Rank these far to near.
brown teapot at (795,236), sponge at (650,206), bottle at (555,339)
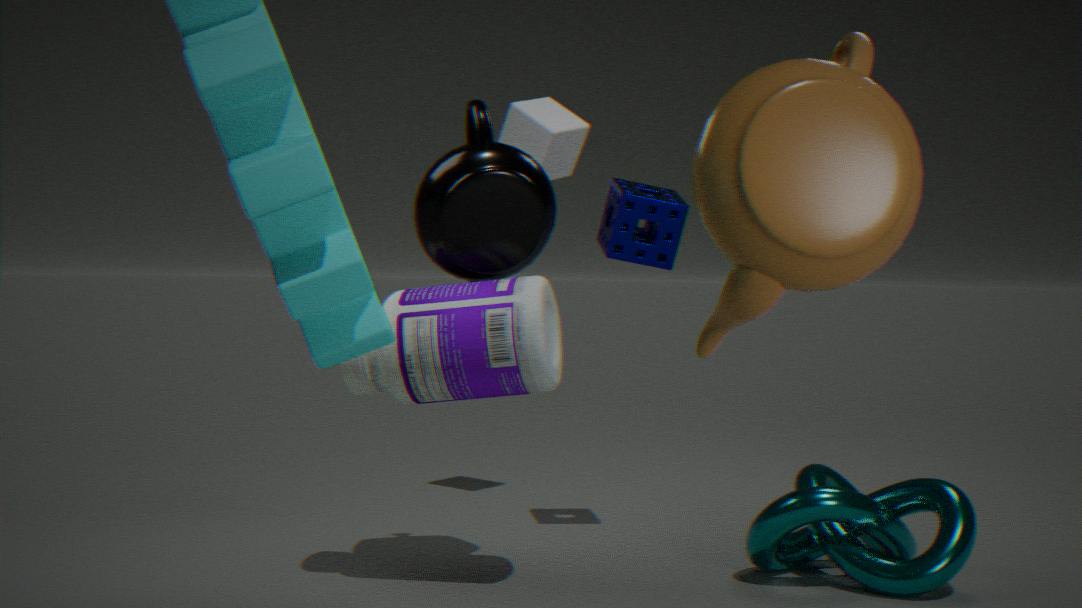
sponge at (650,206), bottle at (555,339), brown teapot at (795,236)
